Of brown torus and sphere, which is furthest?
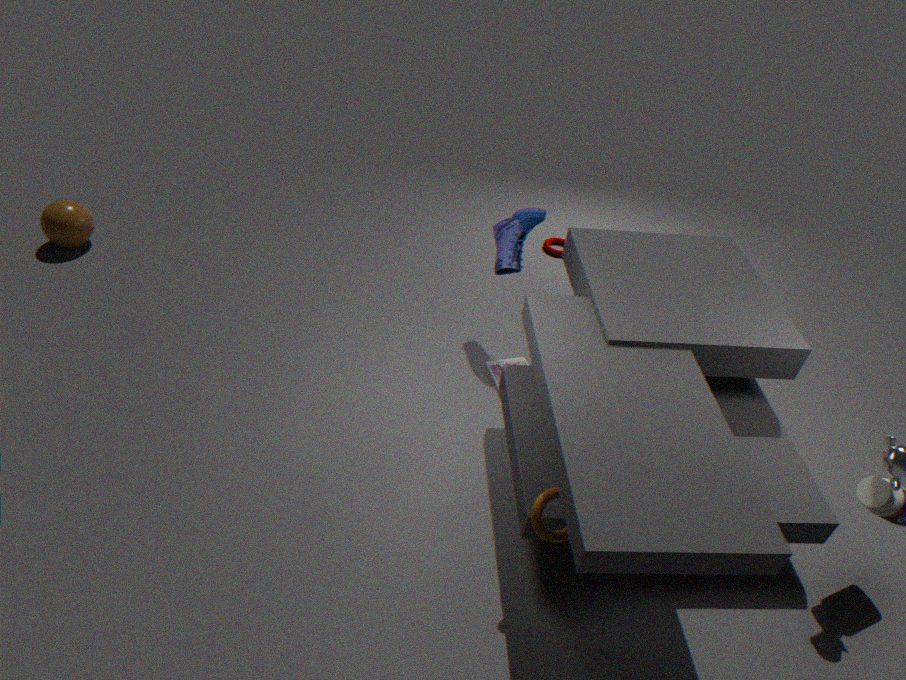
sphere
